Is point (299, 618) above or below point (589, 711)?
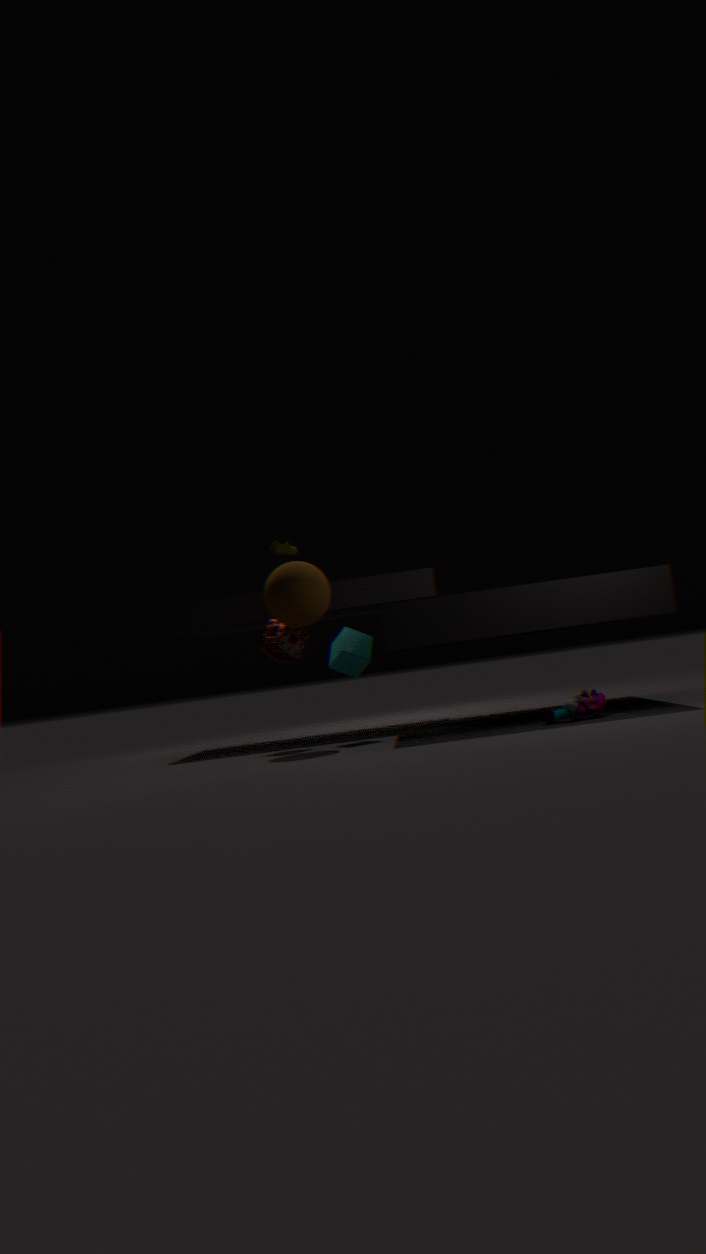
above
